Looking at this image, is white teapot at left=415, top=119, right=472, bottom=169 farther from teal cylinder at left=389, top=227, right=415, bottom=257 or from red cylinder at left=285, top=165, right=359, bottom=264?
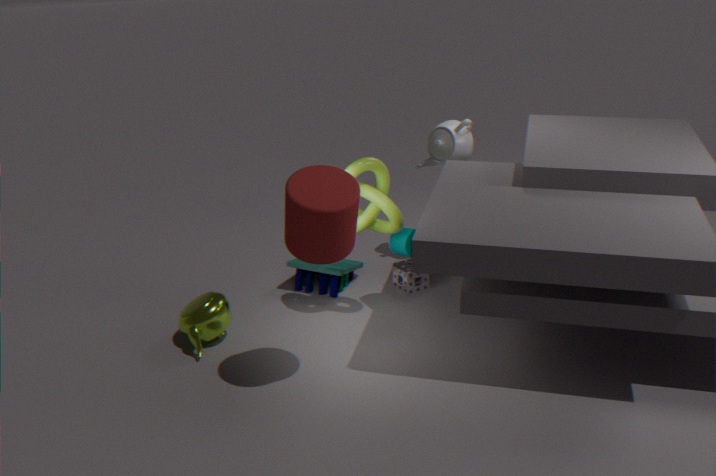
red cylinder at left=285, top=165, right=359, bottom=264
